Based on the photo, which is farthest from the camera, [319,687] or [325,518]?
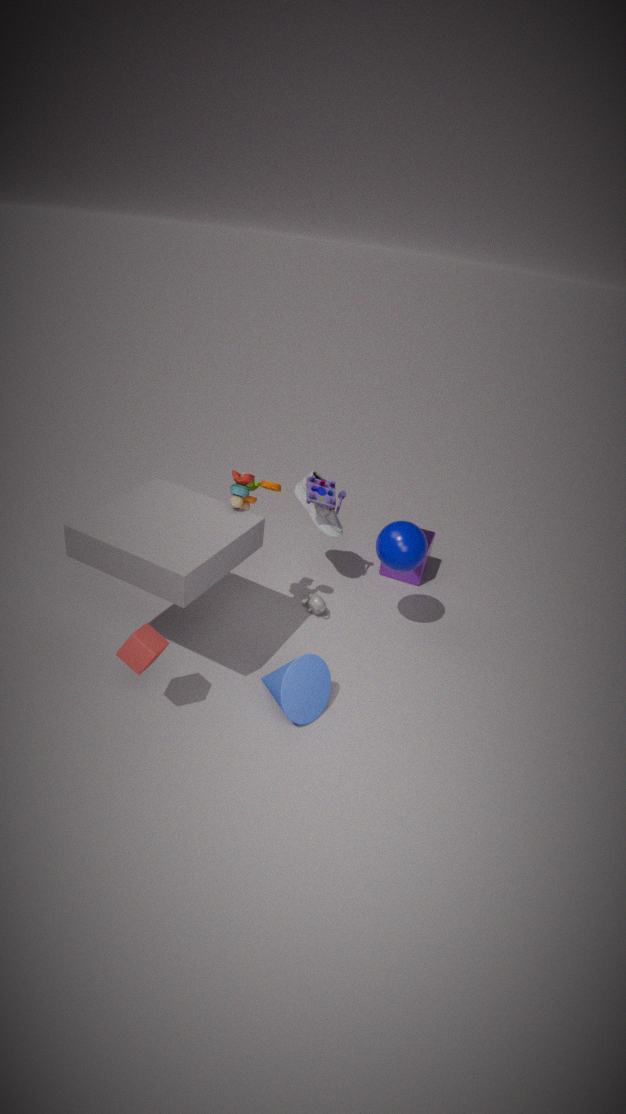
[325,518]
